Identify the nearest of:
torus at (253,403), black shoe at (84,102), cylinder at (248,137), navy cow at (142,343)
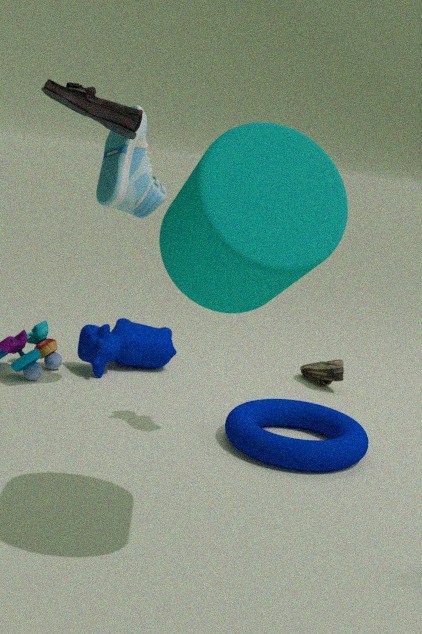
cylinder at (248,137)
